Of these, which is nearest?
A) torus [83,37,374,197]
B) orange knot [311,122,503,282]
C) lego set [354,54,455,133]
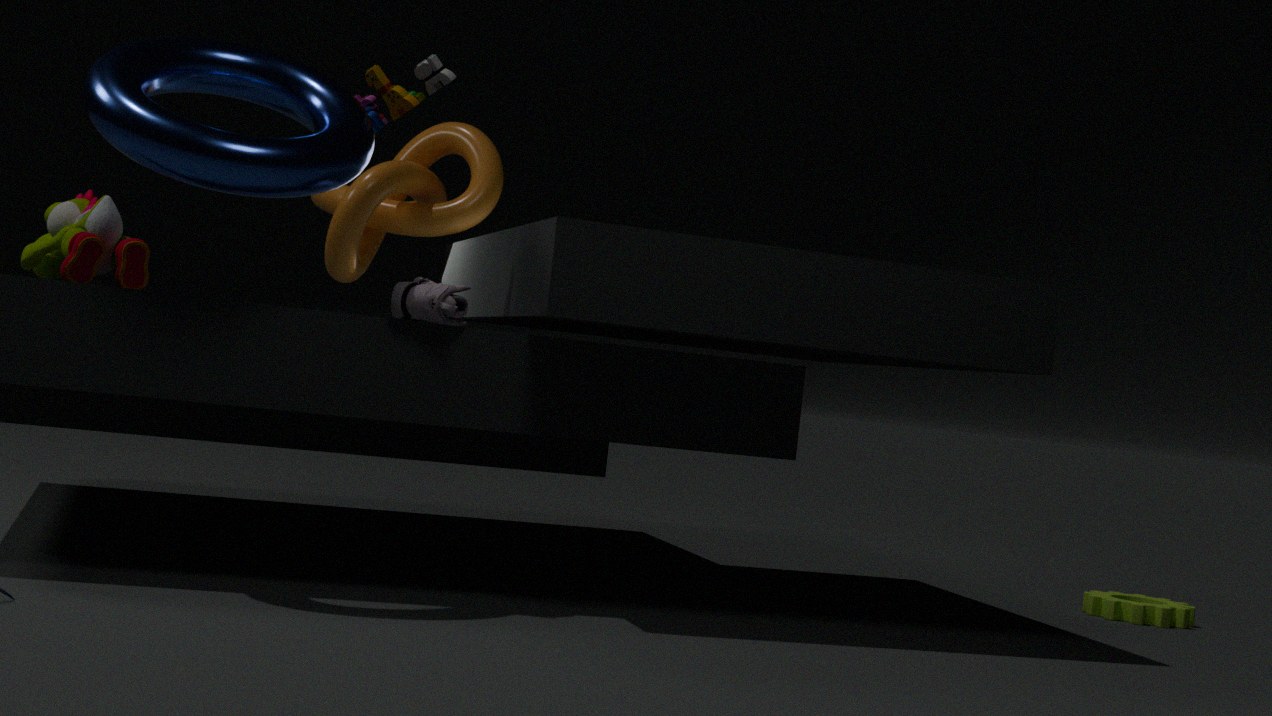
torus [83,37,374,197]
